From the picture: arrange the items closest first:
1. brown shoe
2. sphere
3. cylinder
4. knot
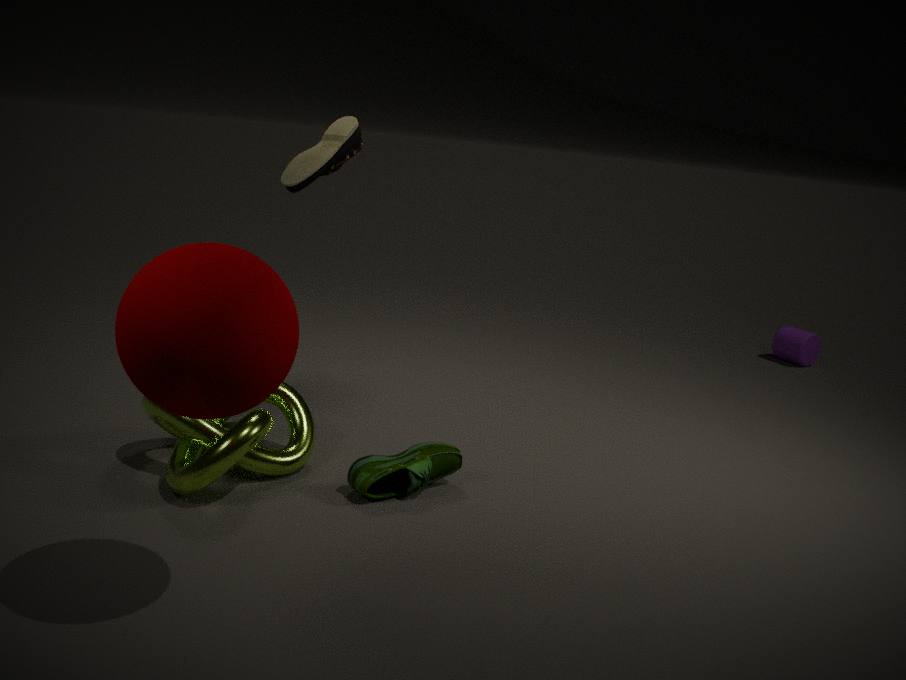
sphere
knot
brown shoe
cylinder
